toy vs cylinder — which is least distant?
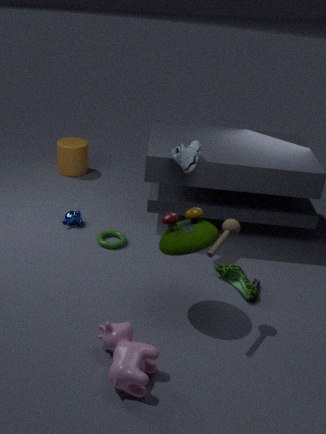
toy
